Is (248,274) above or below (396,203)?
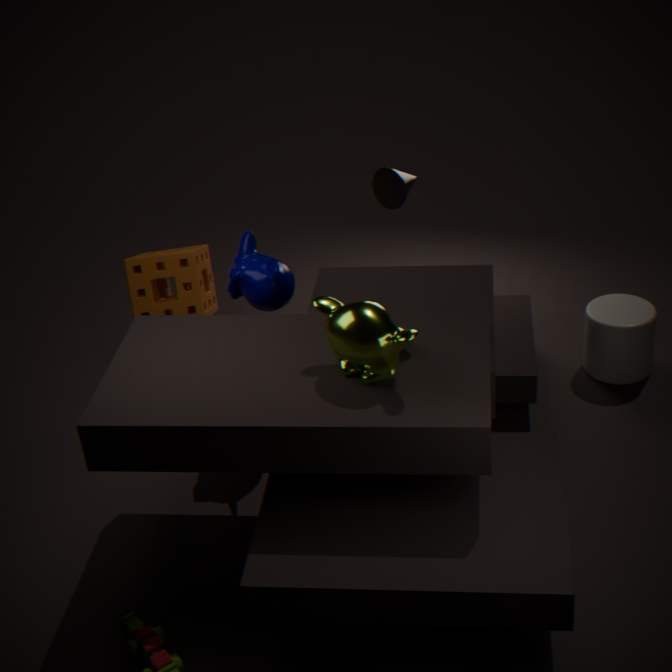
below
